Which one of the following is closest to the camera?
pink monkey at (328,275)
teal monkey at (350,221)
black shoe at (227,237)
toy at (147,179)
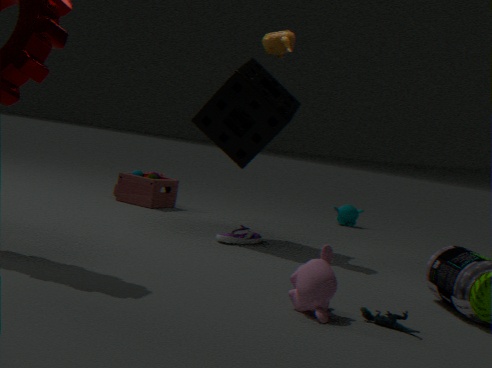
pink monkey at (328,275)
